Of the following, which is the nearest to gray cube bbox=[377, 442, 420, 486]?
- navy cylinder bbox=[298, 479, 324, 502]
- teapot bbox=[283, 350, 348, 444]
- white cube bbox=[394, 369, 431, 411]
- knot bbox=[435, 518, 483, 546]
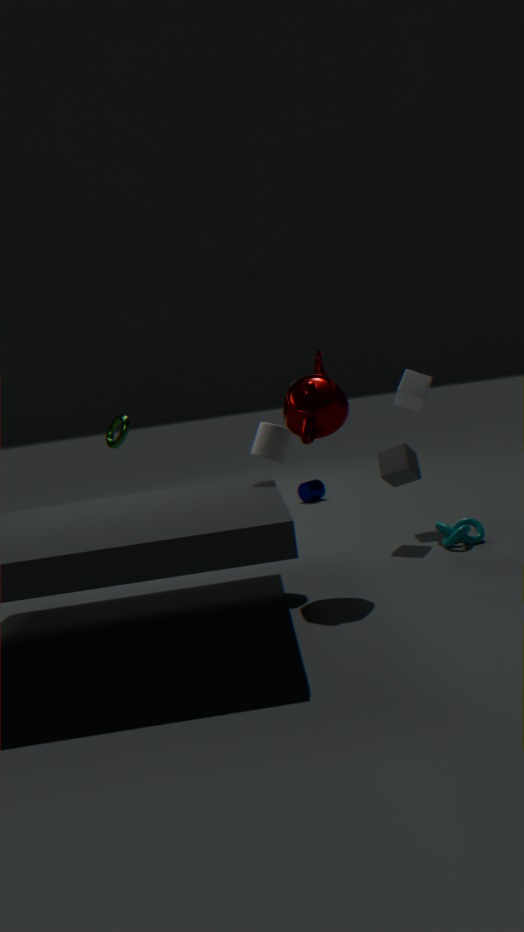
knot bbox=[435, 518, 483, 546]
